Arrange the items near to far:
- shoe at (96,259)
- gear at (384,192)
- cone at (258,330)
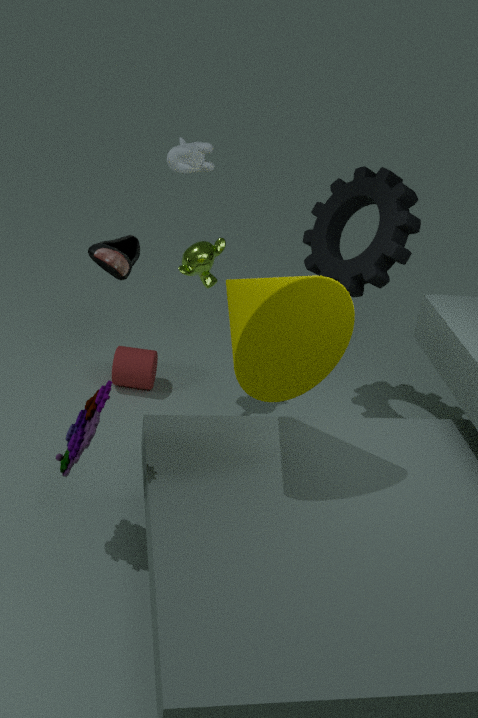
1. cone at (258,330)
2. shoe at (96,259)
3. gear at (384,192)
